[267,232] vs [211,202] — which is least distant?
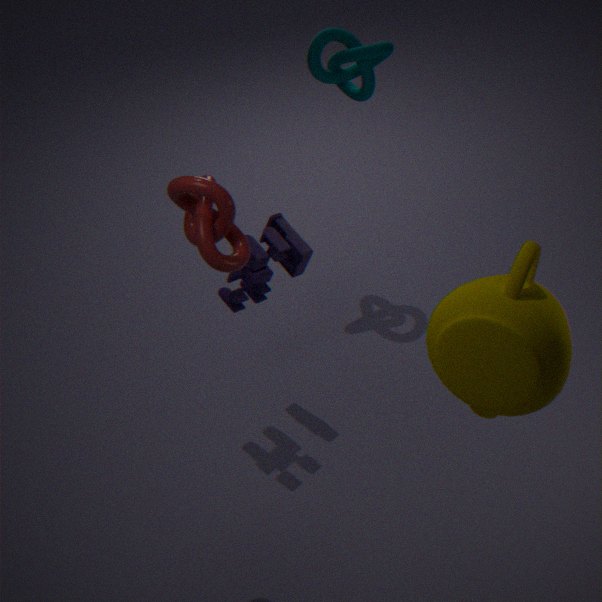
[211,202]
